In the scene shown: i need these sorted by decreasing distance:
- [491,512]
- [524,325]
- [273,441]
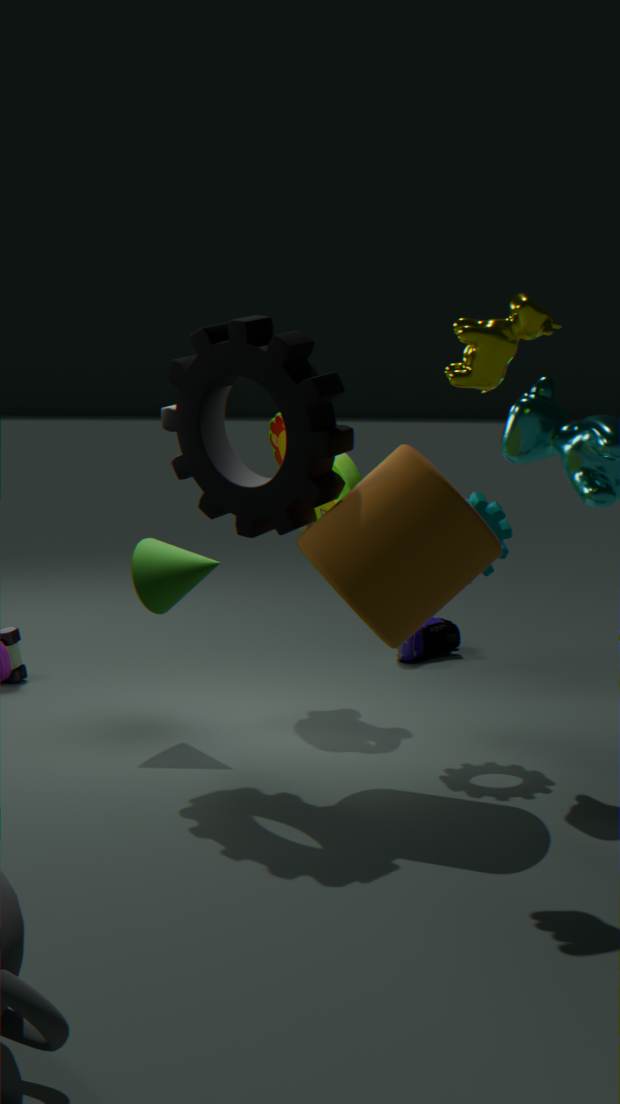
[273,441] → [491,512] → [524,325]
